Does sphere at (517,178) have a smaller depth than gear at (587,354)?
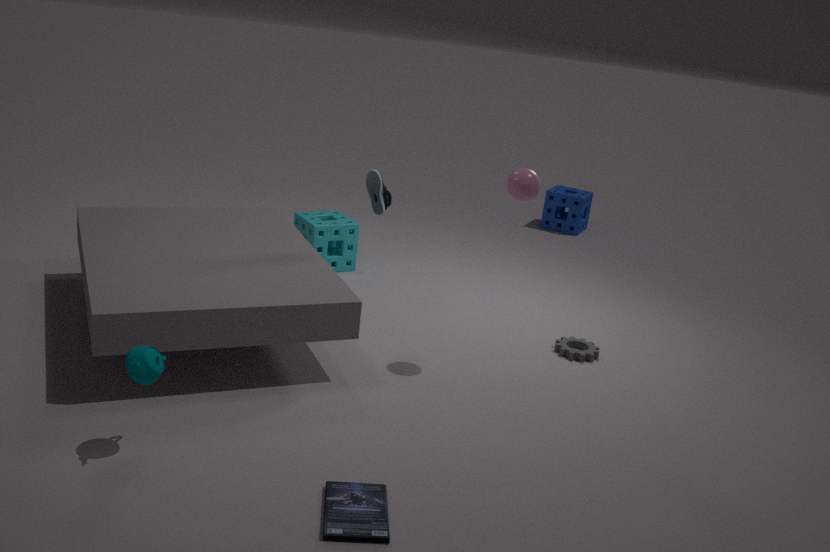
Yes
